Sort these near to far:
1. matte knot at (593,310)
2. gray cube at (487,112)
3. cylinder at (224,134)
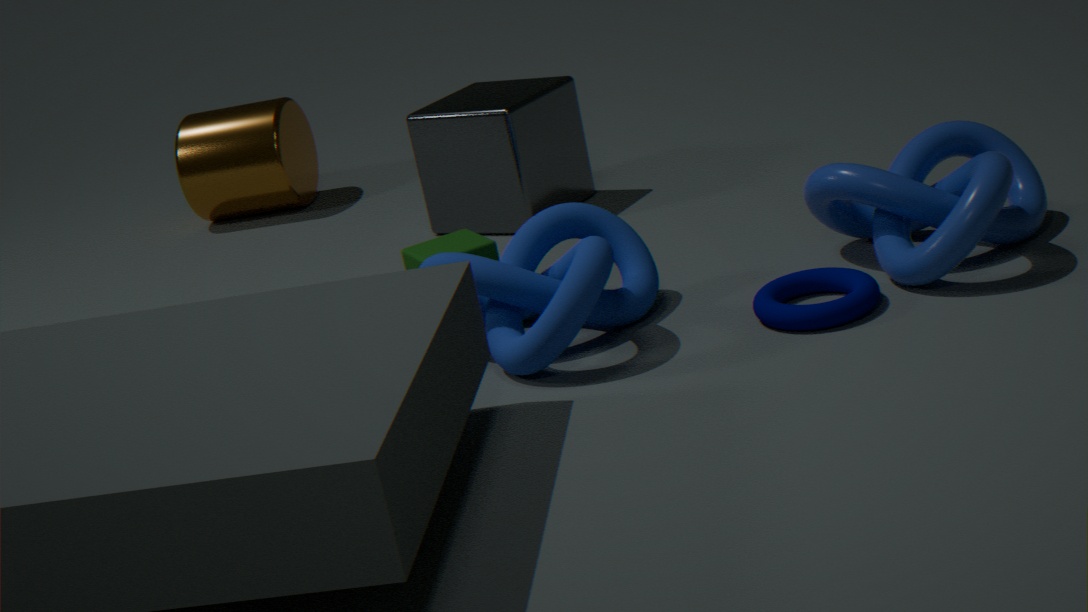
matte knot at (593,310)
gray cube at (487,112)
cylinder at (224,134)
